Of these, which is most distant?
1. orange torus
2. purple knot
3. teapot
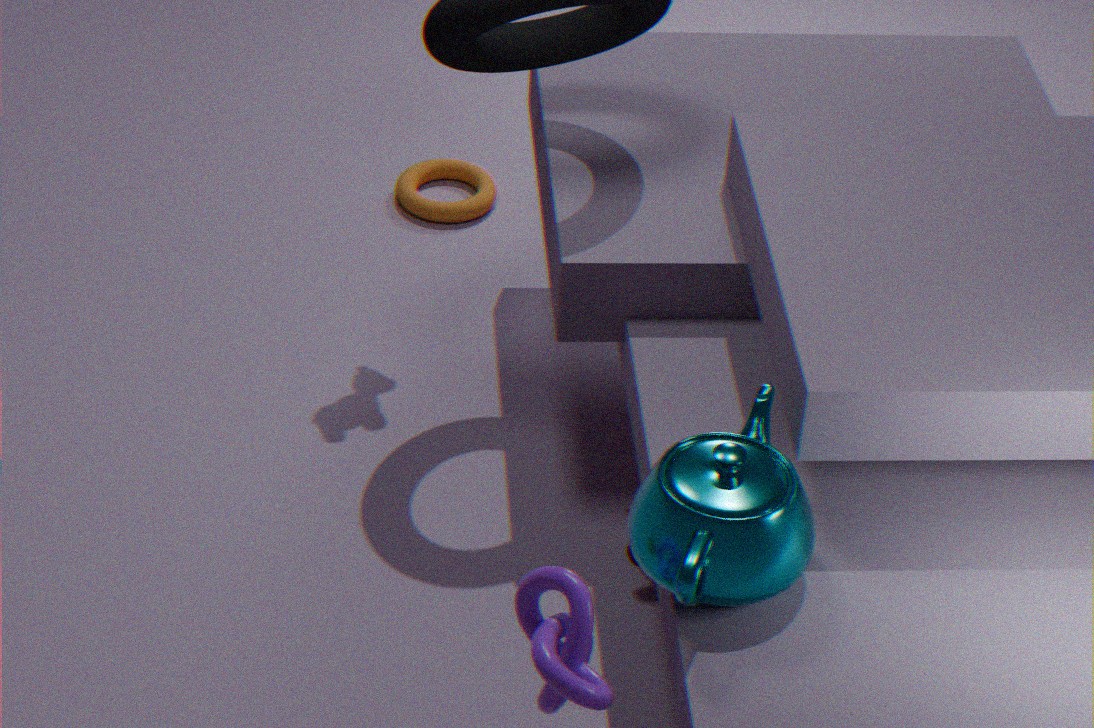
orange torus
